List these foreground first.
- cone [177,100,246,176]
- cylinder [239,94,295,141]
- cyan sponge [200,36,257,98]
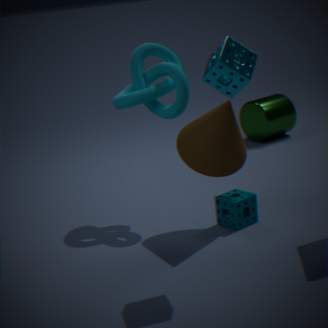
cyan sponge [200,36,257,98] → cone [177,100,246,176] → cylinder [239,94,295,141]
